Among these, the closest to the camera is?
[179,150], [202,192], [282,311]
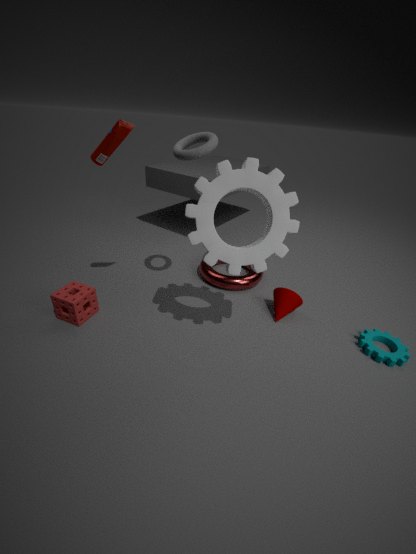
[202,192]
